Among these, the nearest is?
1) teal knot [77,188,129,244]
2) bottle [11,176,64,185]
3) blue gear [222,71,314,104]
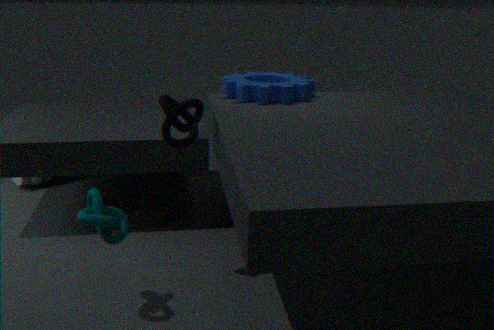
1. teal knot [77,188,129,244]
